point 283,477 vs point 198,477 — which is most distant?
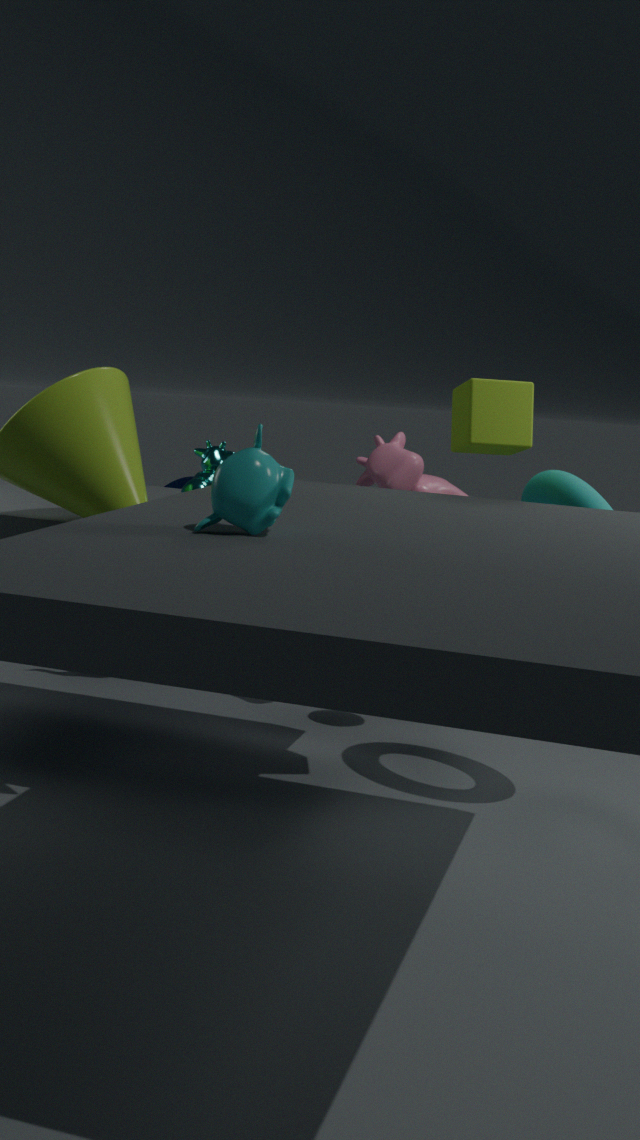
point 198,477
